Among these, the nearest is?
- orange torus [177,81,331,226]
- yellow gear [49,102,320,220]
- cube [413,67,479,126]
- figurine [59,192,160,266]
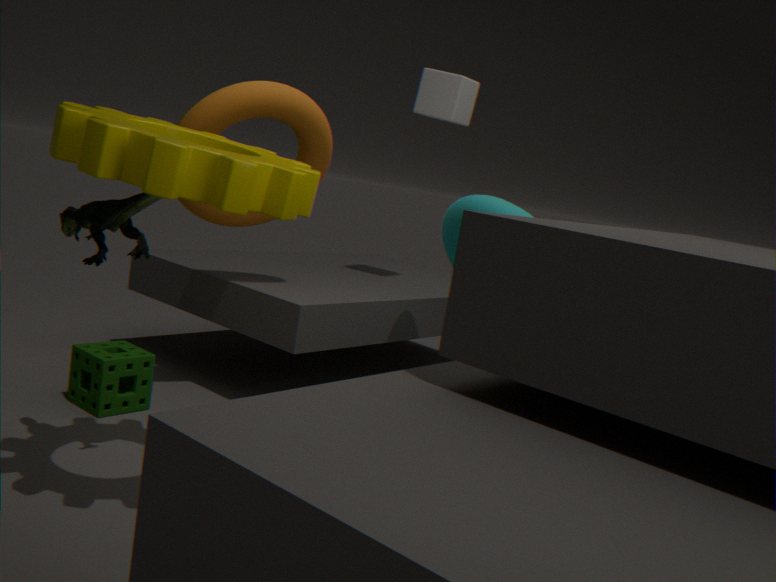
yellow gear [49,102,320,220]
